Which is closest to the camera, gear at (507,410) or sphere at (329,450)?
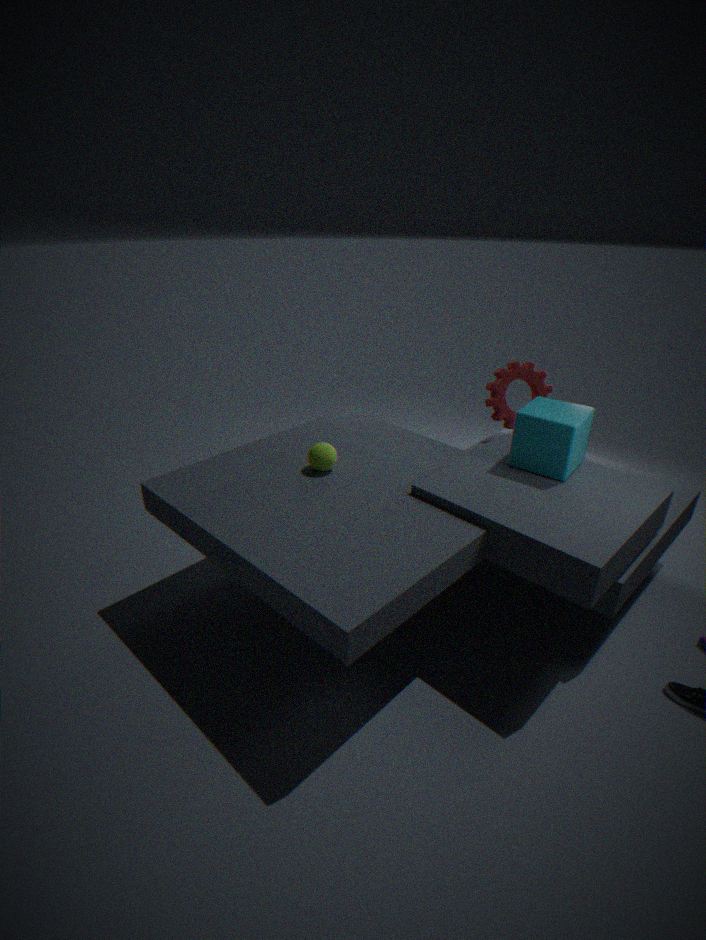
sphere at (329,450)
